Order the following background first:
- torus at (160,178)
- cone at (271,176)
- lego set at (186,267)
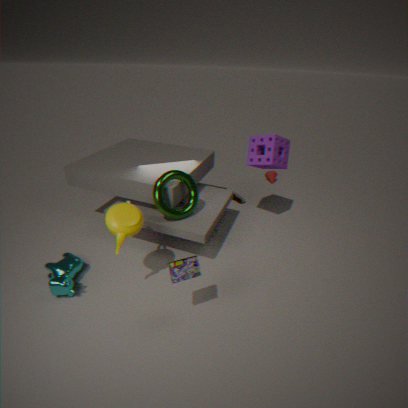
cone at (271,176) < torus at (160,178) < lego set at (186,267)
